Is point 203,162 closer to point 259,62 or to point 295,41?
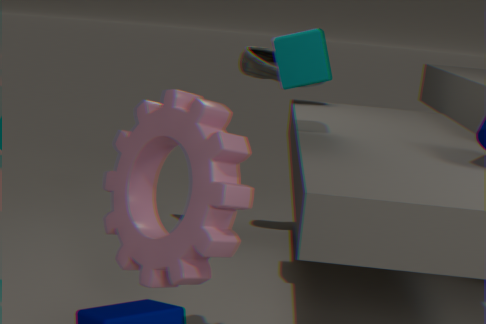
point 295,41
